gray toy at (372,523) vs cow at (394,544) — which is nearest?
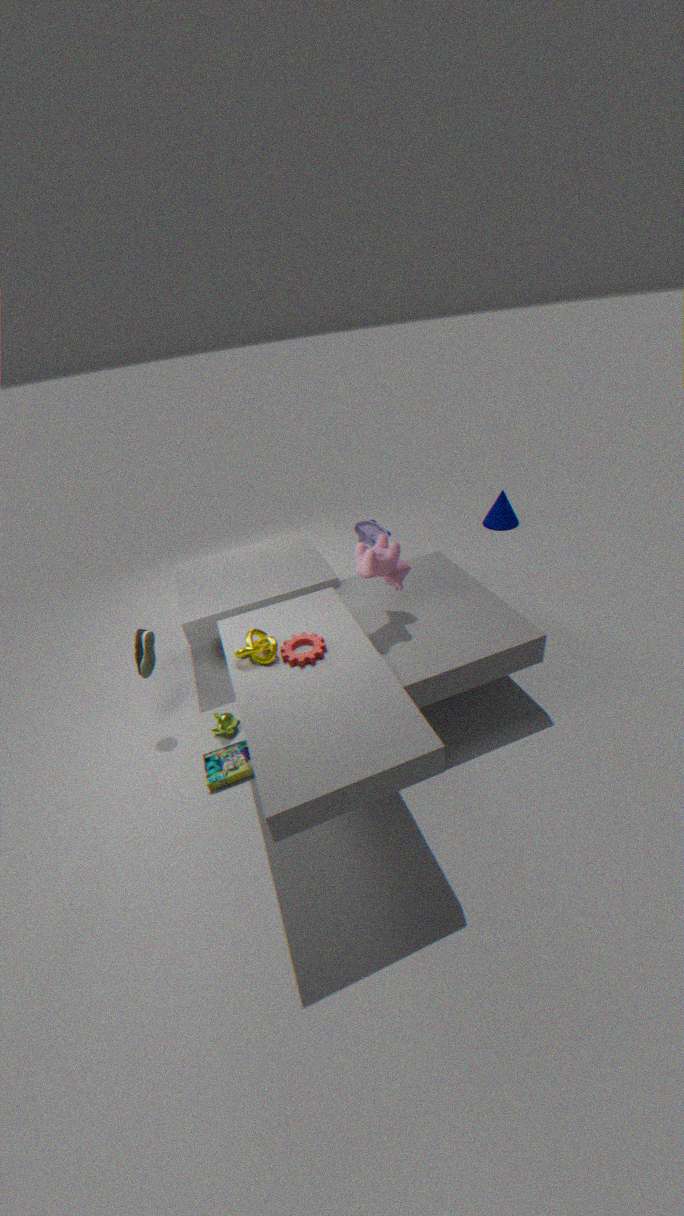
cow at (394,544)
